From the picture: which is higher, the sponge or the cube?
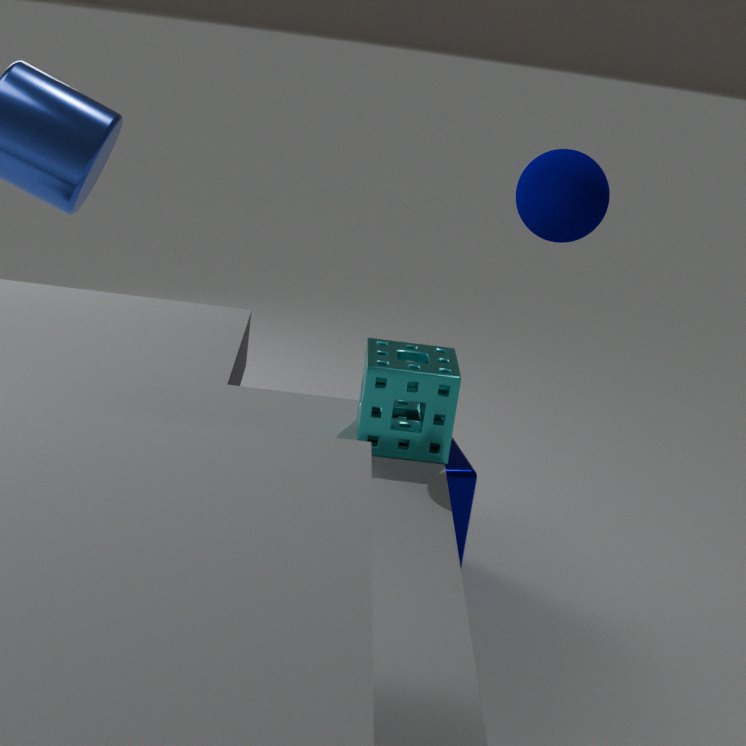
the sponge
